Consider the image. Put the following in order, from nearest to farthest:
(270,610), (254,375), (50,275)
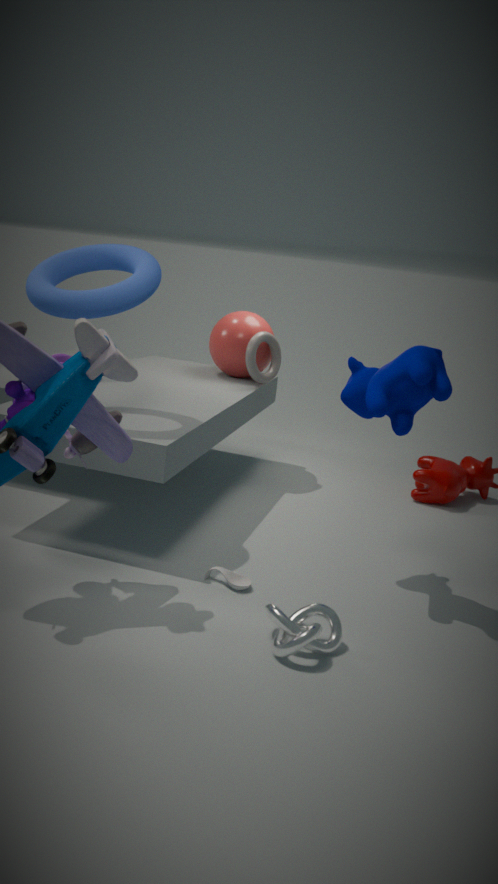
(270,610)
(50,275)
(254,375)
